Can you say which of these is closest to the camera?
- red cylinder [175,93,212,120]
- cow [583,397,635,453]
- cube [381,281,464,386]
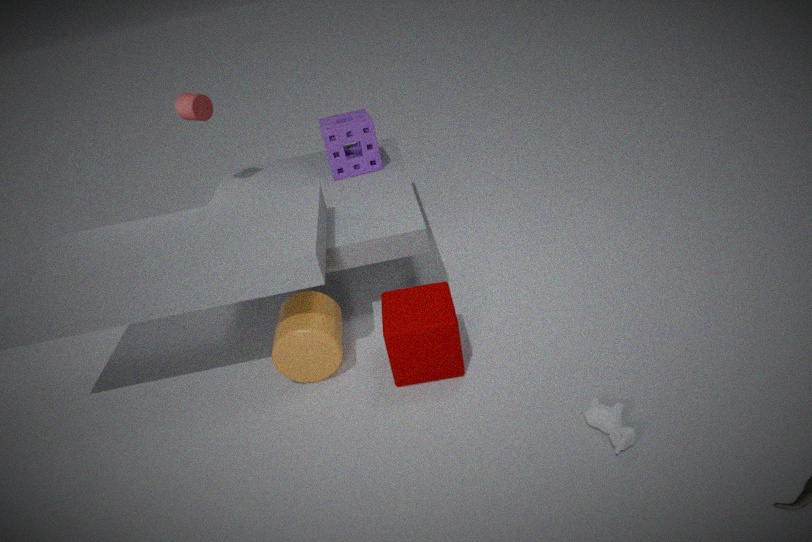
cow [583,397,635,453]
